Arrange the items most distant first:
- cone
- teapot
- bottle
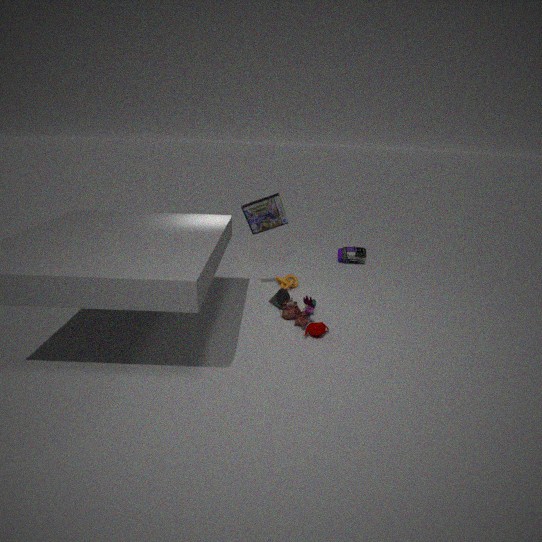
bottle → cone → teapot
